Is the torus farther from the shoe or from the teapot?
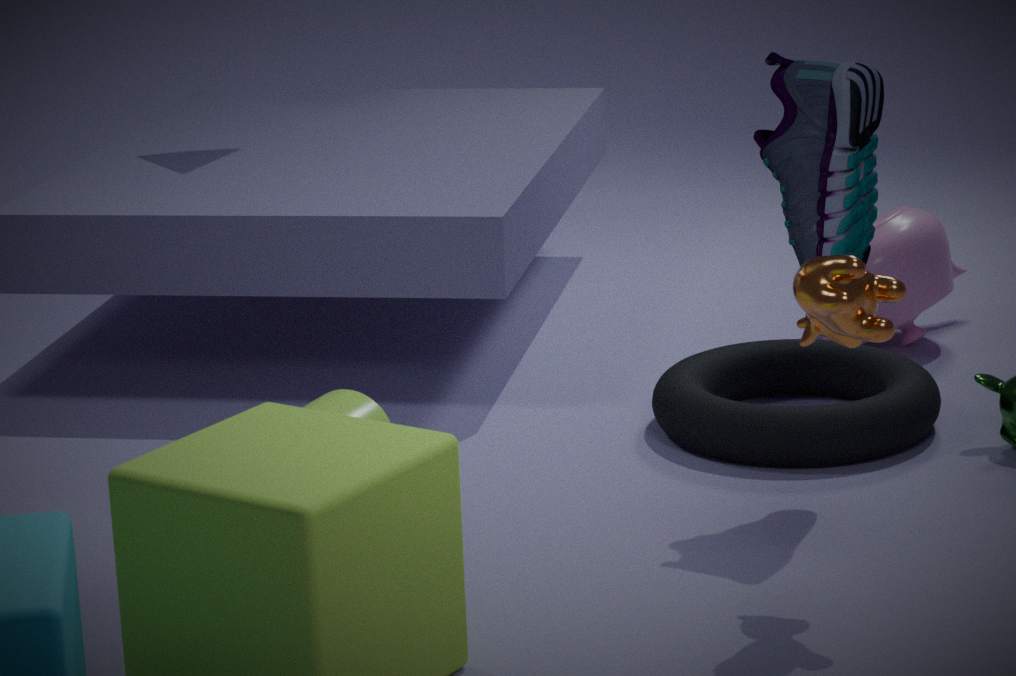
the shoe
